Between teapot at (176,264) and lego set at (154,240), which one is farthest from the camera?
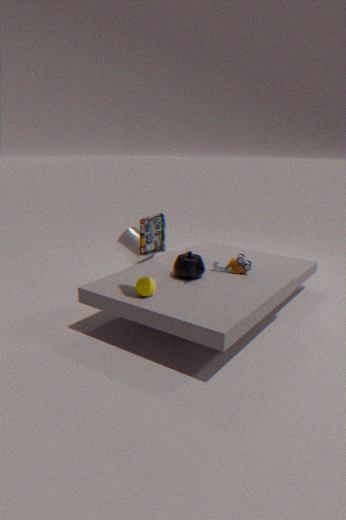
teapot at (176,264)
